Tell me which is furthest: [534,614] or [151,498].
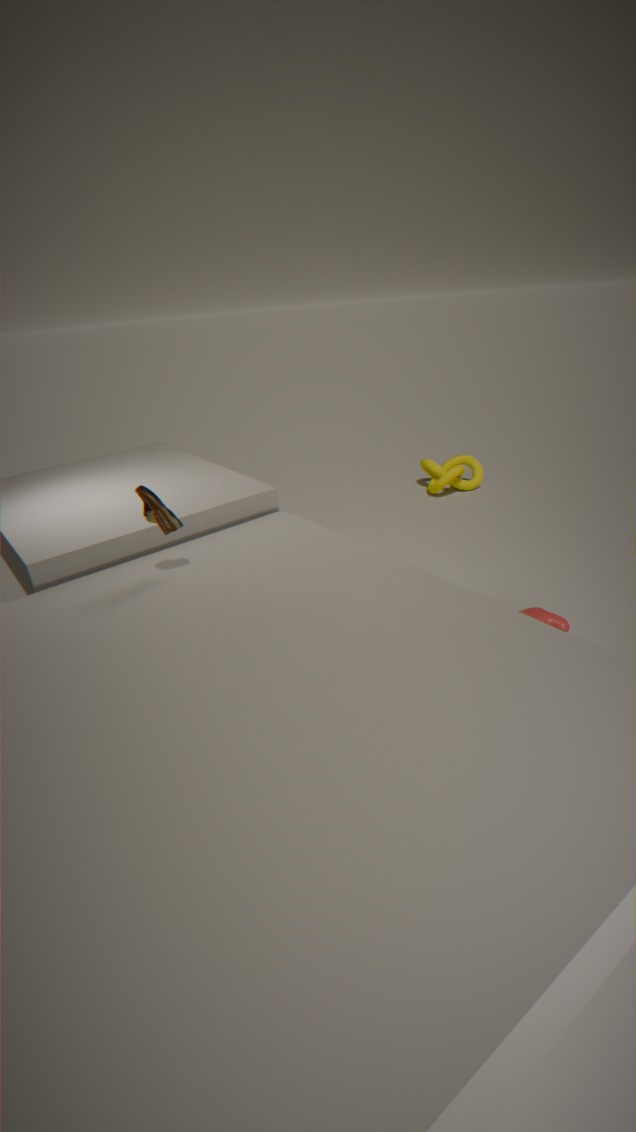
[534,614]
